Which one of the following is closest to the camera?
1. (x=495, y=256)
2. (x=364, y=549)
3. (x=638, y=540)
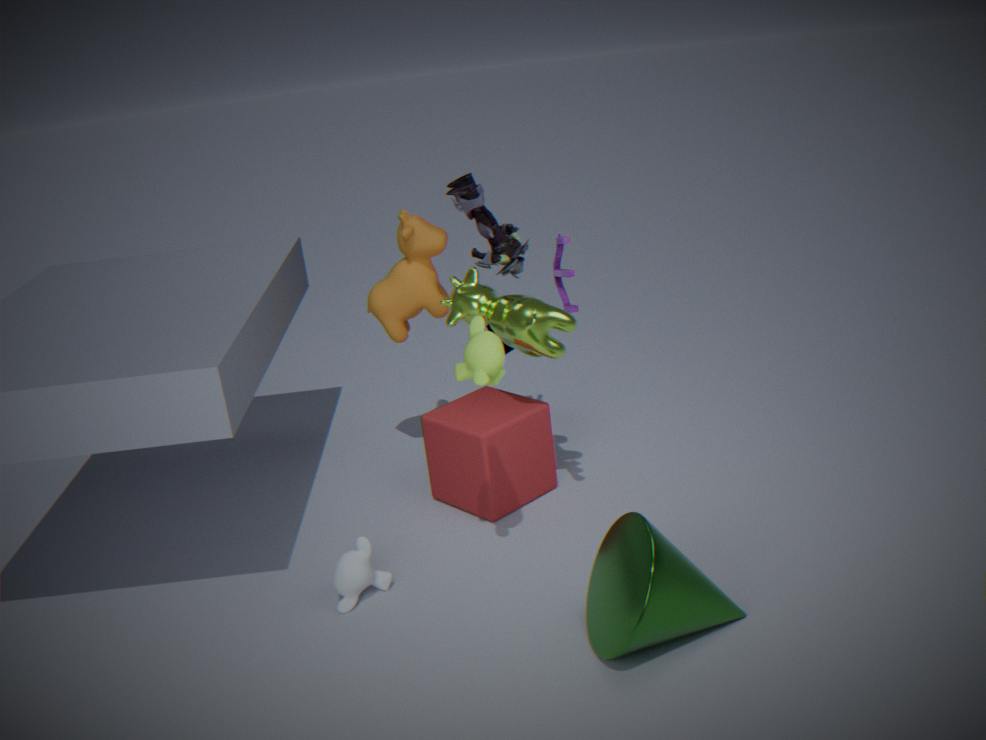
(x=638, y=540)
